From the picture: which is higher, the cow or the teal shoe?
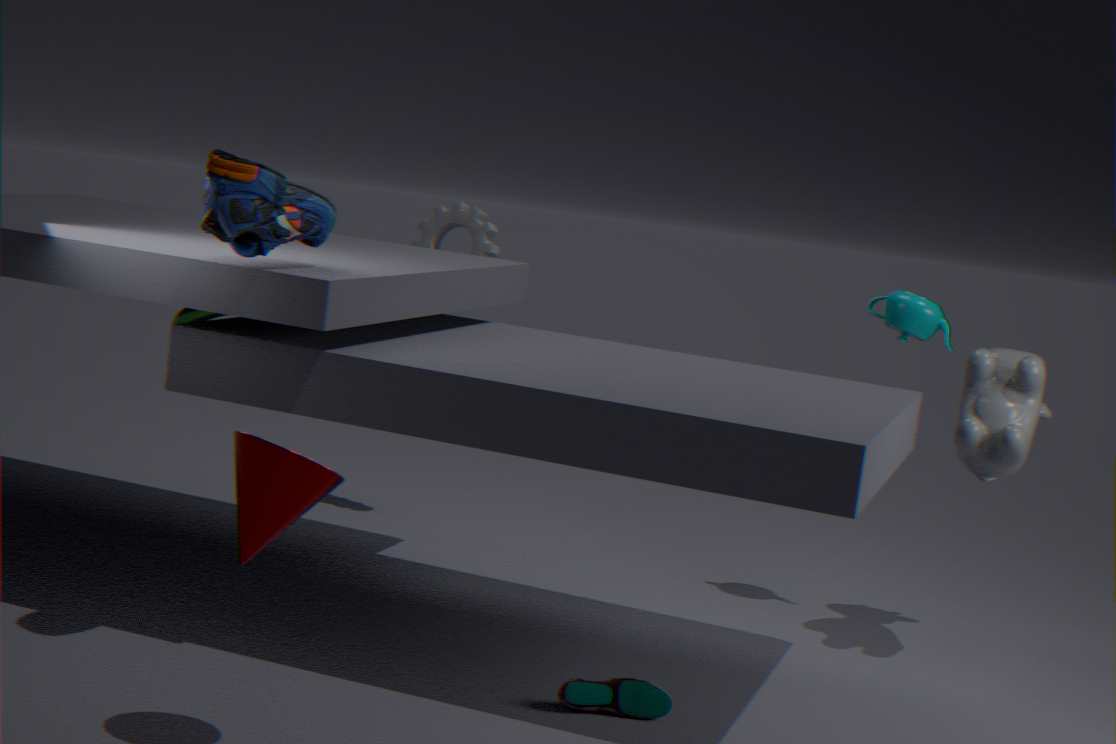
the cow
